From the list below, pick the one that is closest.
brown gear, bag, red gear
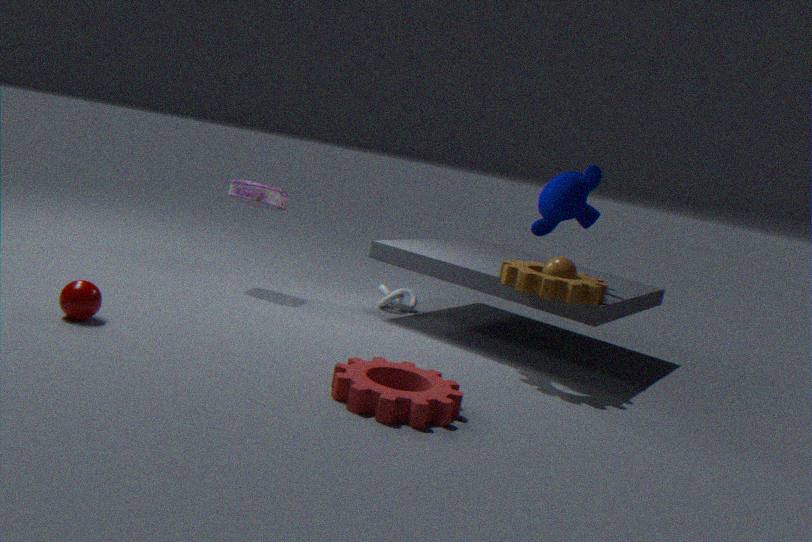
red gear
